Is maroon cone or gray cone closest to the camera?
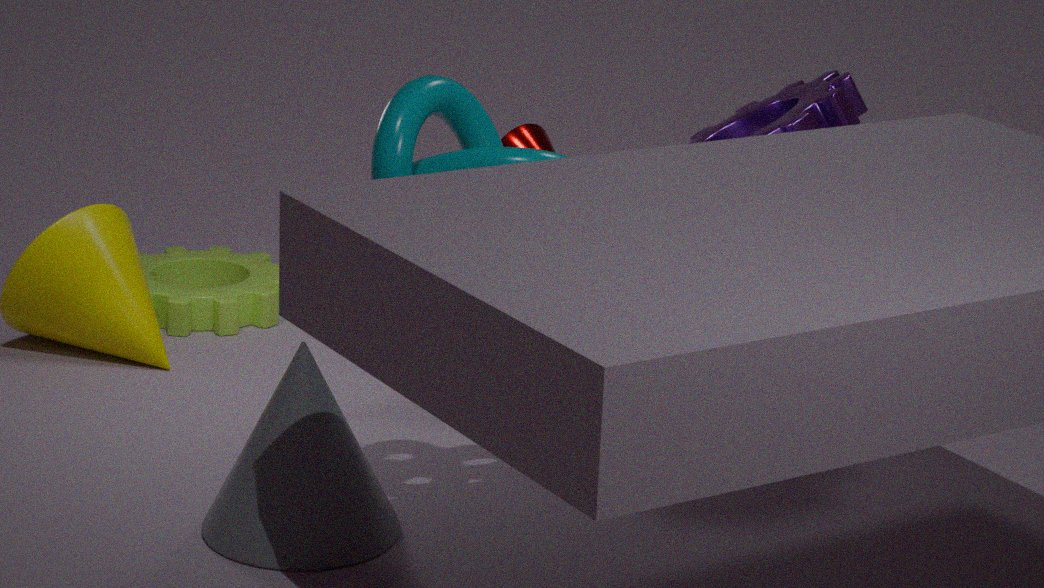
gray cone
